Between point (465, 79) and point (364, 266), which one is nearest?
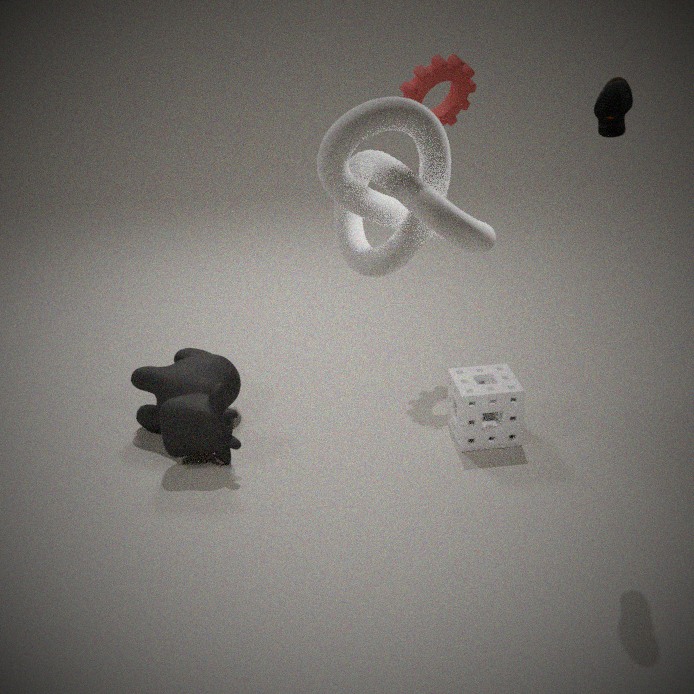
Result: point (364, 266)
